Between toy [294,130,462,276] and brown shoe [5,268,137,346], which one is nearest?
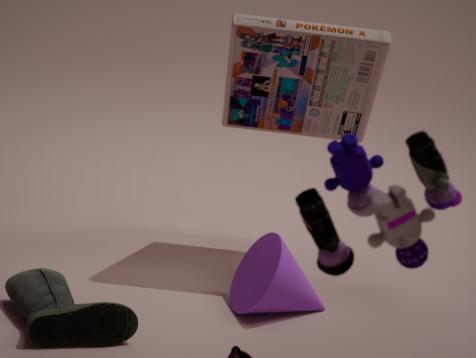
toy [294,130,462,276]
